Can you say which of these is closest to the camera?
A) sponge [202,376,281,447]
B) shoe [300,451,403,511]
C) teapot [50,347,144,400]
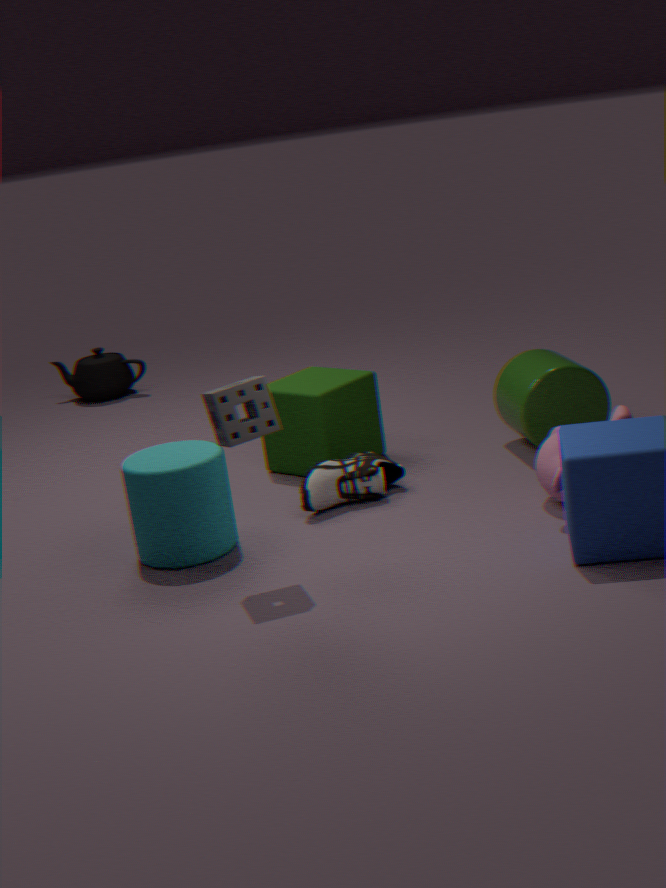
sponge [202,376,281,447]
